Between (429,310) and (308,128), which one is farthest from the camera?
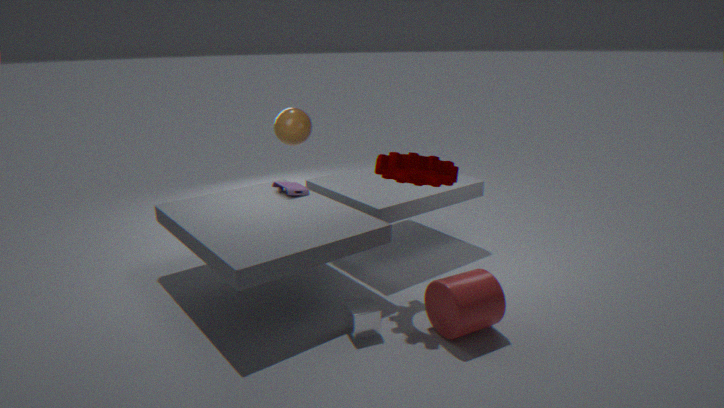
(308,128)
